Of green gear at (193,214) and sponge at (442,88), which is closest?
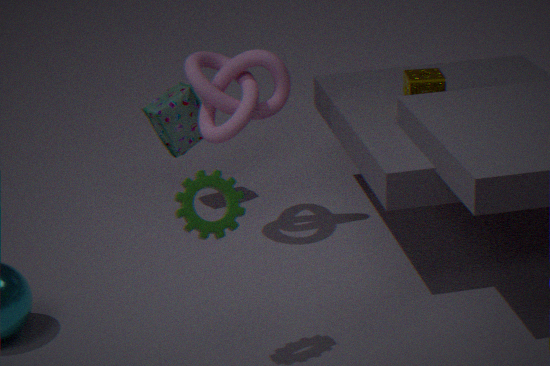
green gear at (193,214)
